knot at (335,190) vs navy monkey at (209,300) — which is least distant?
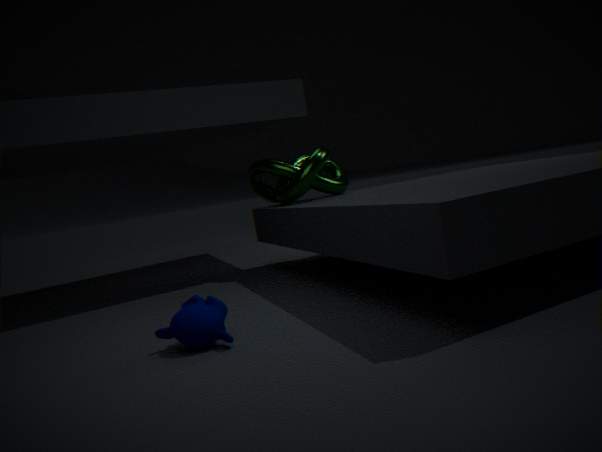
navy monkey at (209,300)
